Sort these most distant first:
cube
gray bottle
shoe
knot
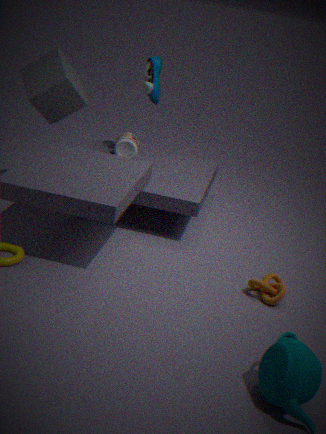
shoe → gray bottle → cube → knot
